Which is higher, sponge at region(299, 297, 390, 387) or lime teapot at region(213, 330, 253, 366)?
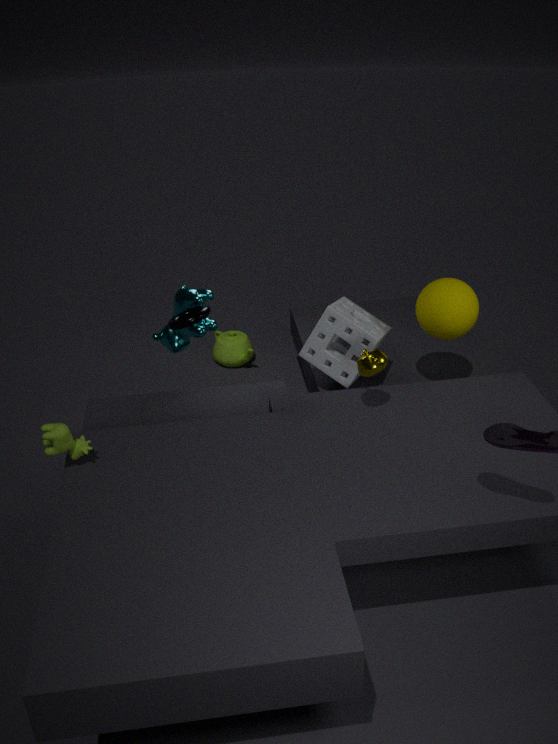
sponge at region(299, 297, 390, 387)
